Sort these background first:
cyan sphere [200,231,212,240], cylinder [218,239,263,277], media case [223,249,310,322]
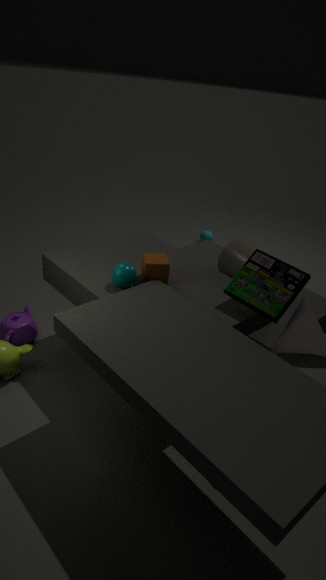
cyan sphere [200,231,212,240]
cylinder [218,239,263,277]
media case [223,249,310,322]
